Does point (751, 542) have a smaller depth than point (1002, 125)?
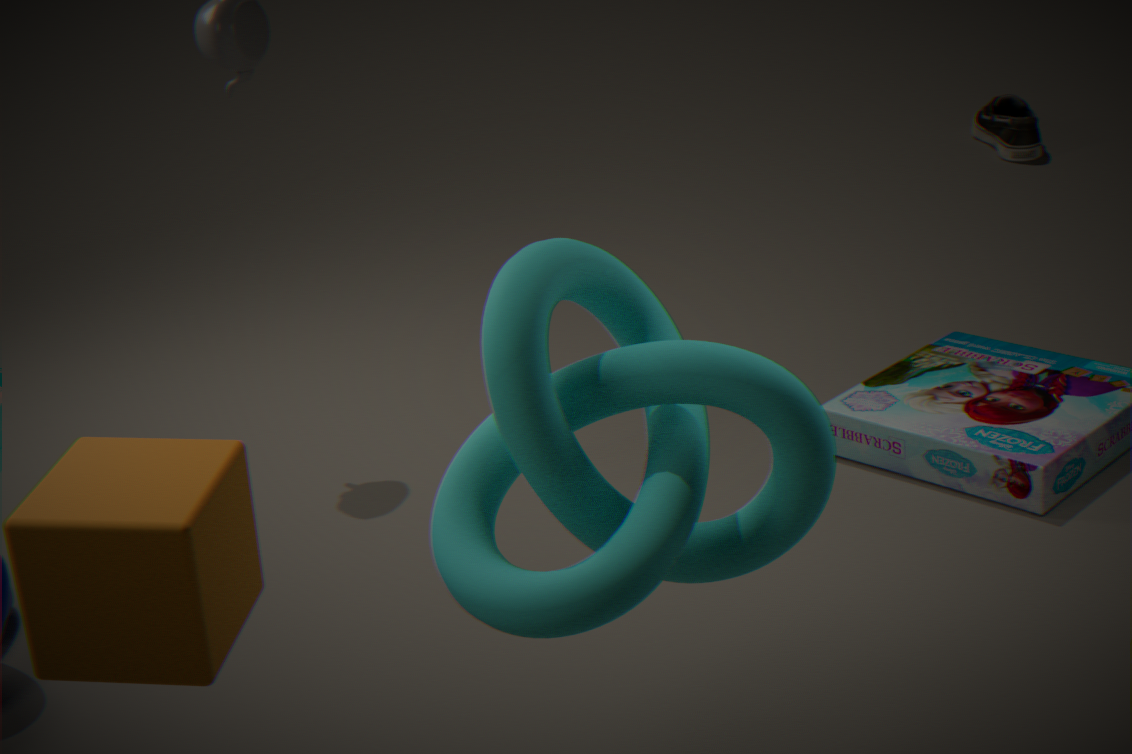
Yes
